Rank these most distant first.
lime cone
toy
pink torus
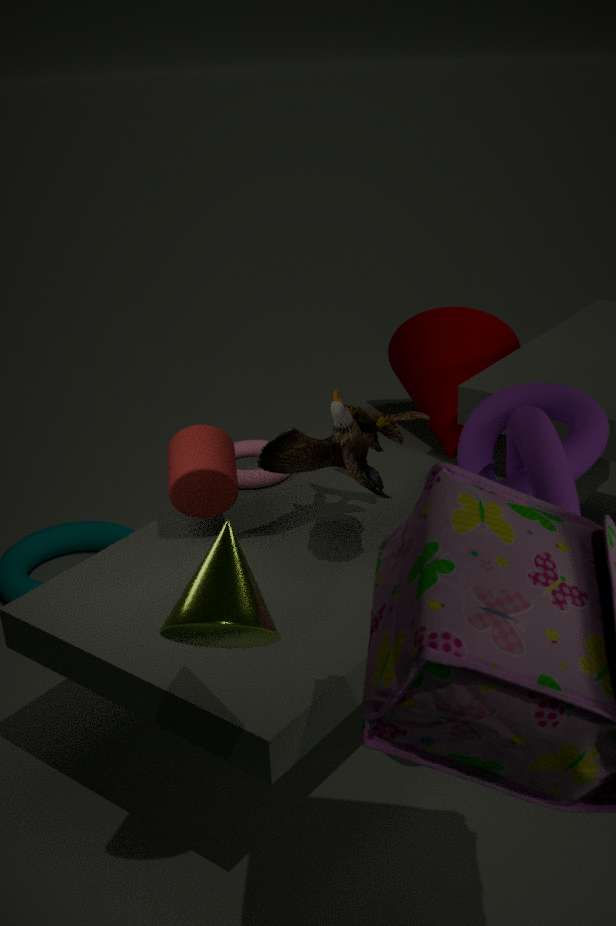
pink torus → toy → lime cone
